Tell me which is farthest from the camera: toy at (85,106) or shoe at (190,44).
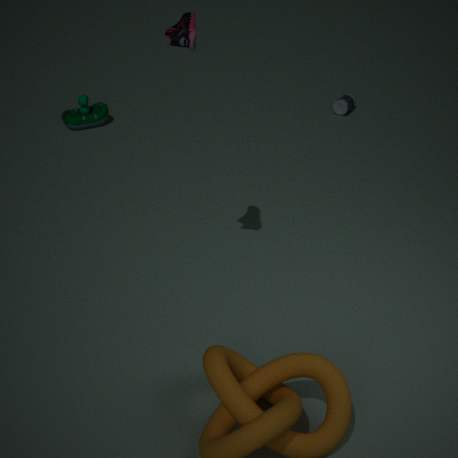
toy at (85,106)
